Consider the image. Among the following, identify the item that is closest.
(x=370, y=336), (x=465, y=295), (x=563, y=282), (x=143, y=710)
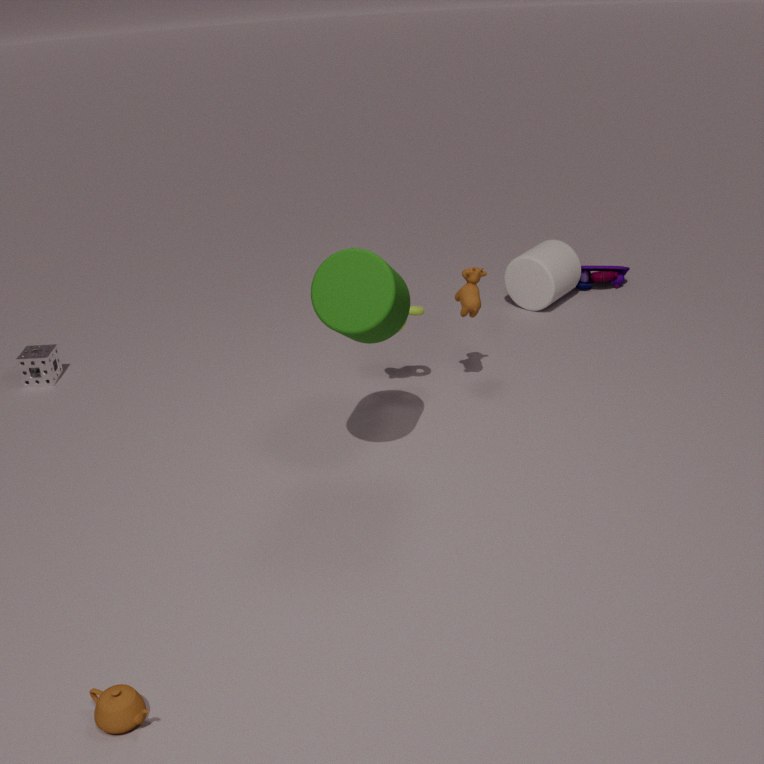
(x=143, y=710)
